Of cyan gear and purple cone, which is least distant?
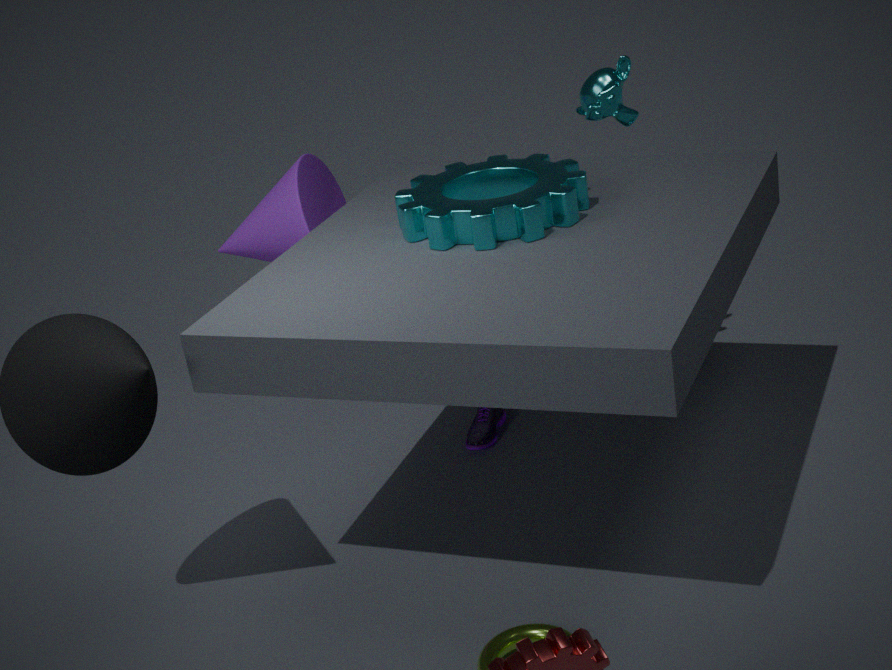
cyan gear
